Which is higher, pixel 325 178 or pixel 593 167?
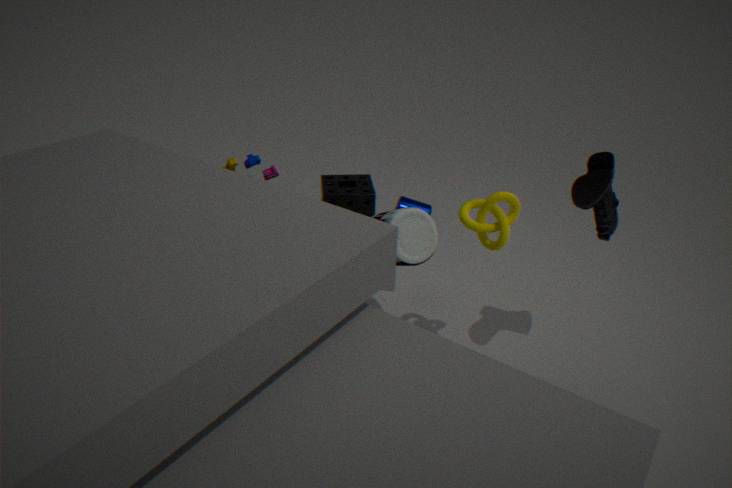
pixel 593 167
